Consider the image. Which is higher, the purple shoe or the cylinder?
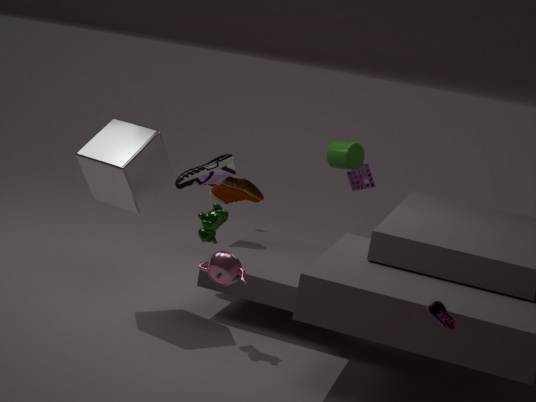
the cylinder
